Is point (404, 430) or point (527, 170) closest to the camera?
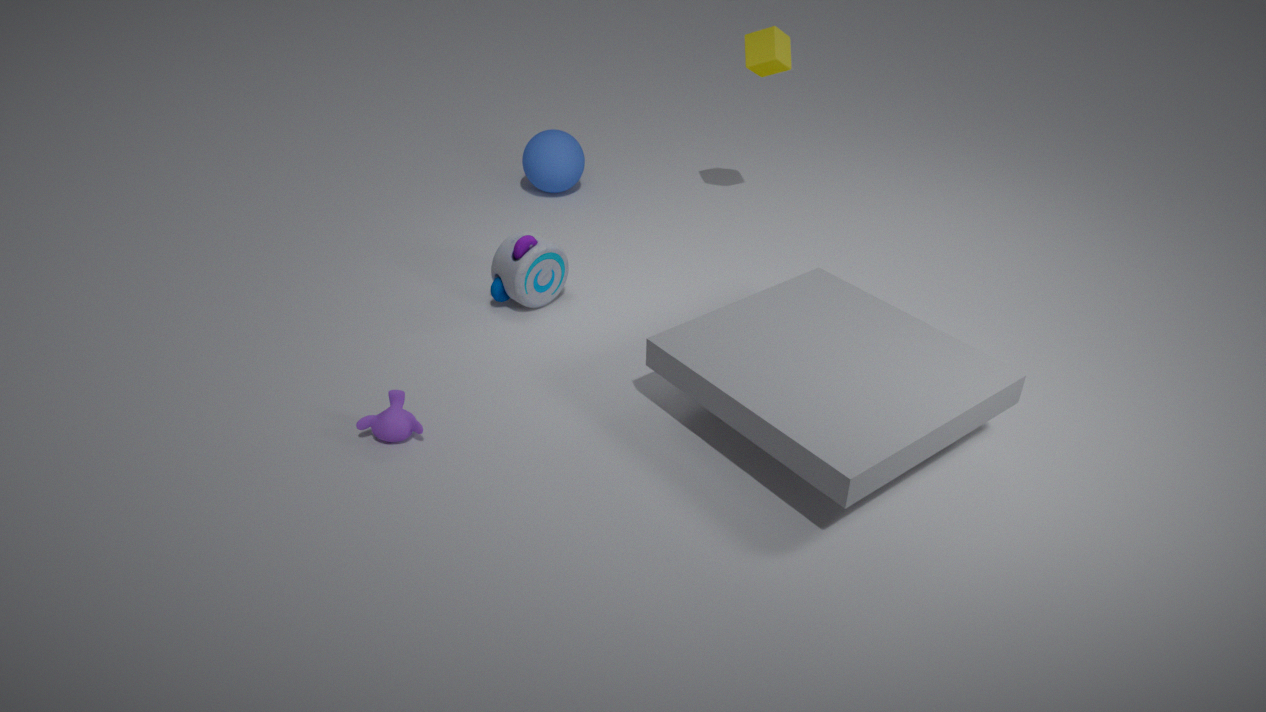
point (404, 430)
